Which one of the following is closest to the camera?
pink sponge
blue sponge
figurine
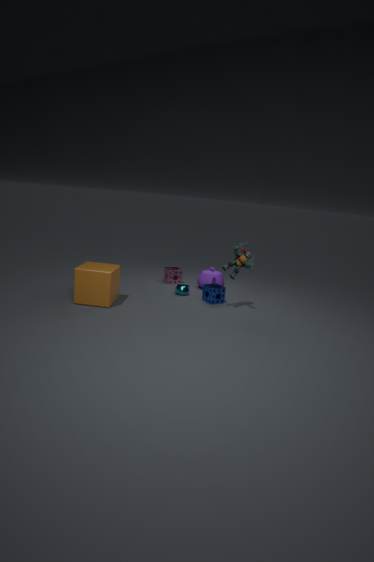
figurine
